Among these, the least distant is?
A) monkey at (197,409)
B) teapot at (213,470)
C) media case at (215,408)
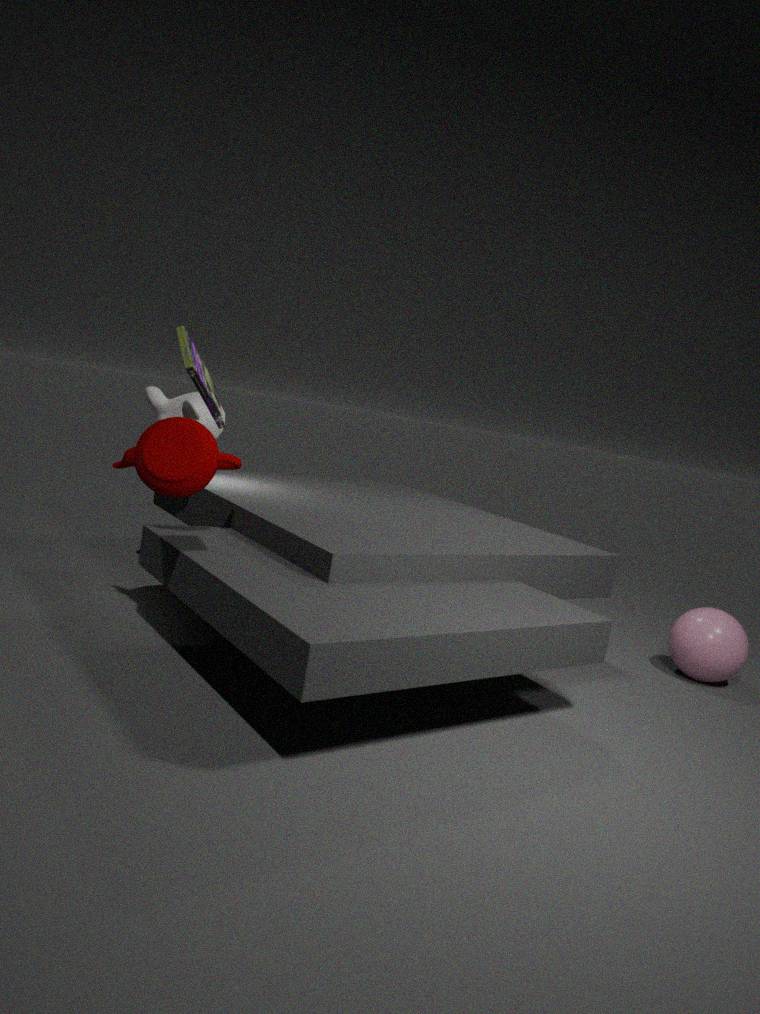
media case at (215,408)
